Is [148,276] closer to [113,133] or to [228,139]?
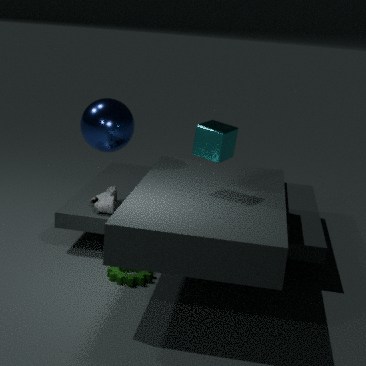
[228,139]
